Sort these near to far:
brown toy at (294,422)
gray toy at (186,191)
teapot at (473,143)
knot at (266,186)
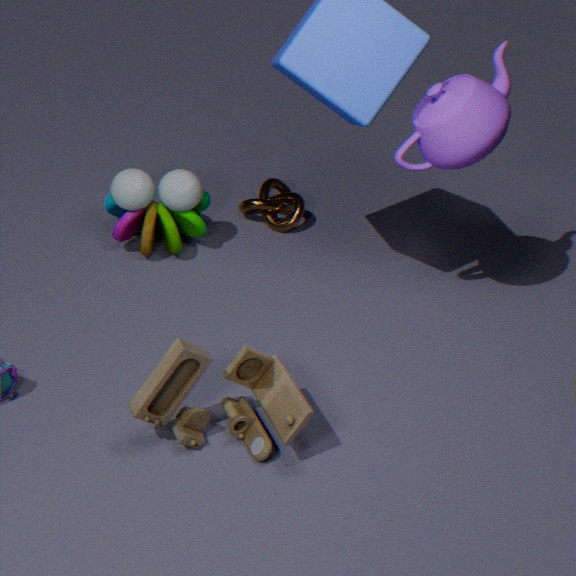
brown toy at (294,422)
teapot at (473,143)
gray toy at (186,191)
knot at (266,186)
